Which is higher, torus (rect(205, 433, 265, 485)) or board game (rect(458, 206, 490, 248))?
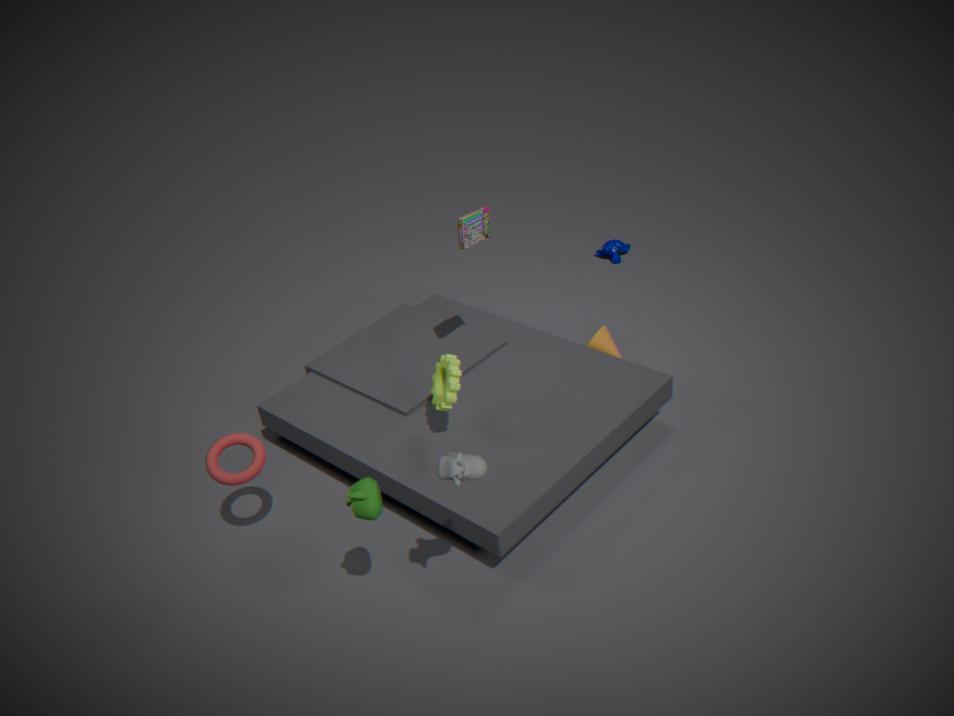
board game (rect(458, 206, 490, 248))
